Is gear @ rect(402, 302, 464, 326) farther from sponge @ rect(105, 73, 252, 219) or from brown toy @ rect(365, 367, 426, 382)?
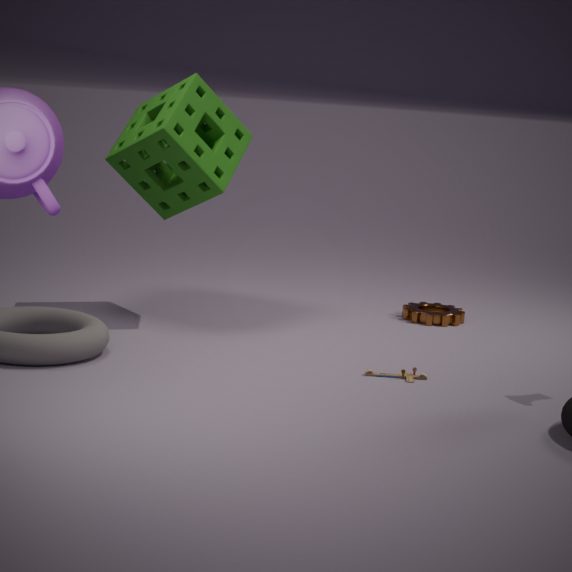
sponge @ rect(105, 73, 252, 219)
